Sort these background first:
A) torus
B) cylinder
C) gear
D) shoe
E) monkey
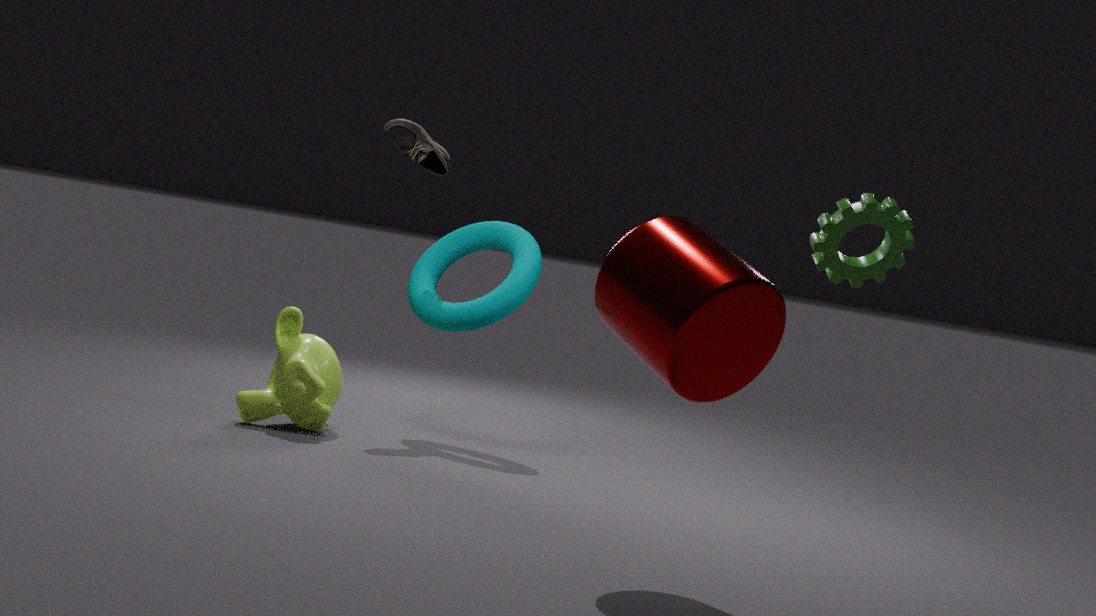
shoe, torus, monkey, gear, cylinder
